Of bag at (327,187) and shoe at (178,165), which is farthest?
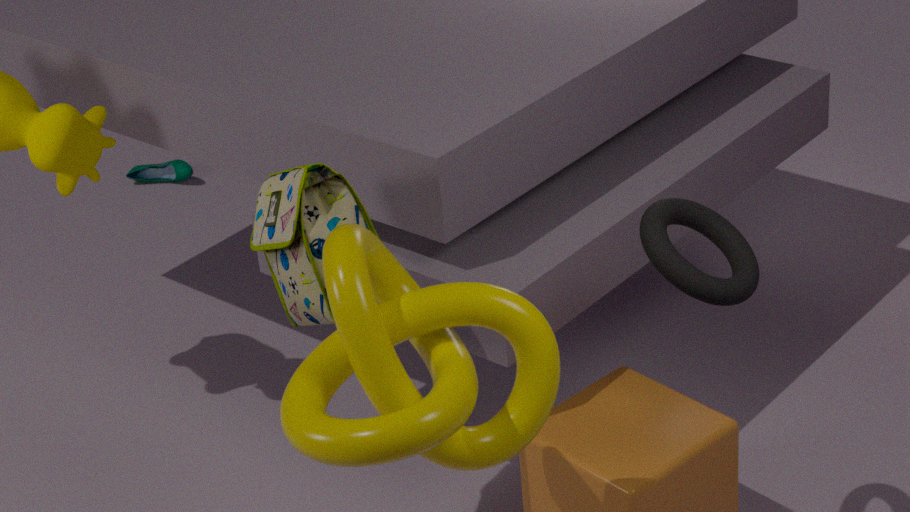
shoe at (178,165)
